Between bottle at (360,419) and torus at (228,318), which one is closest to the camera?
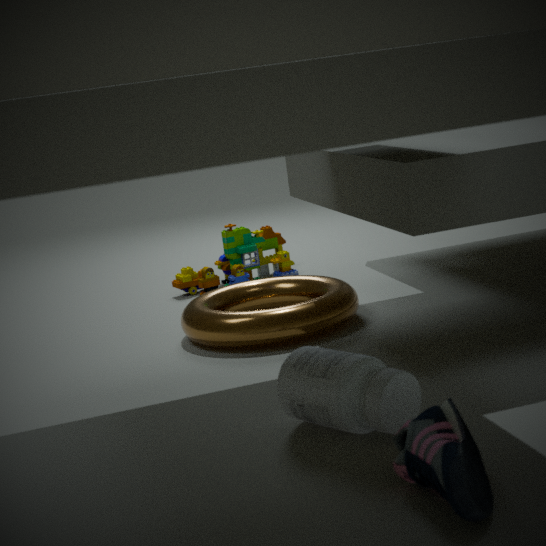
bottle at (360,419)
